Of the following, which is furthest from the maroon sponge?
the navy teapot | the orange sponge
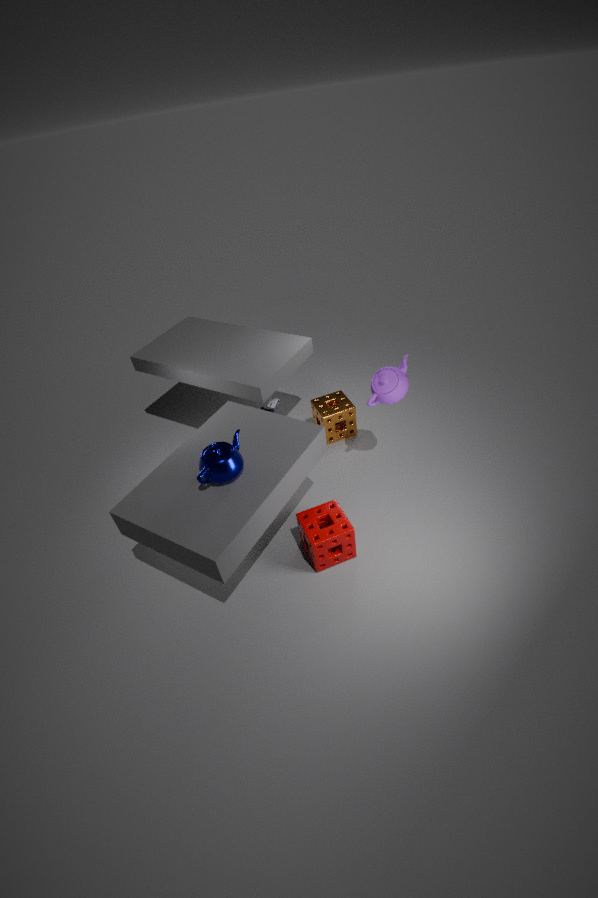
the orange sponge
